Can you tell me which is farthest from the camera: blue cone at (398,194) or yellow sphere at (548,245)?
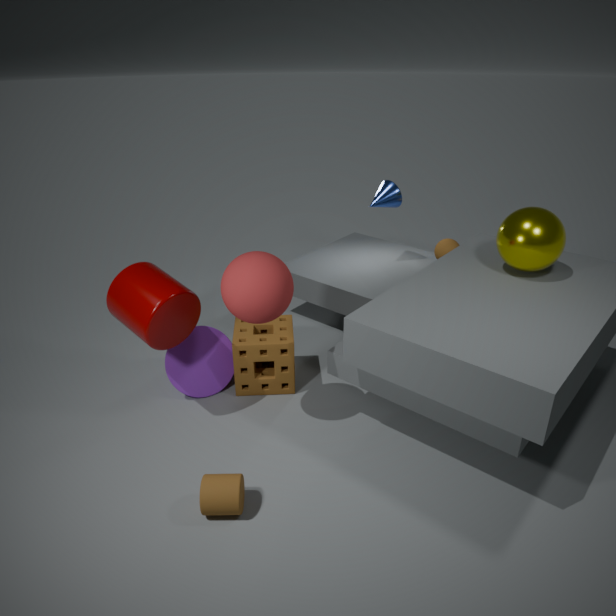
blue cone at (398,194)
